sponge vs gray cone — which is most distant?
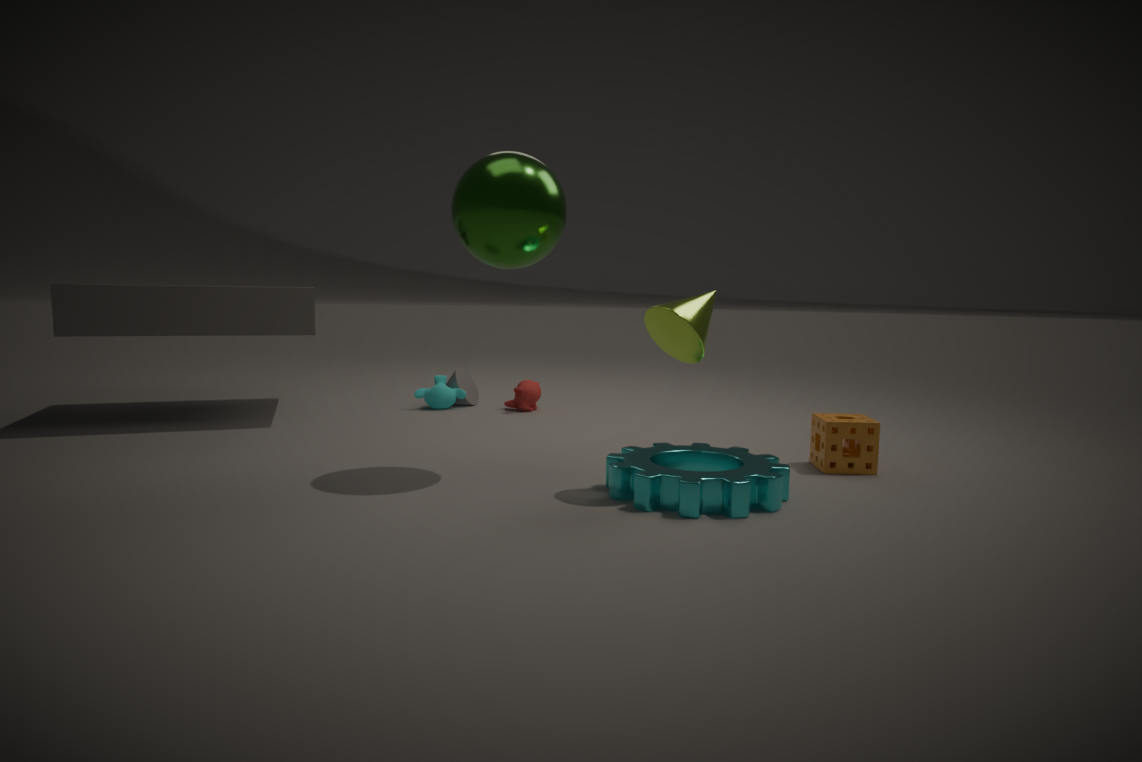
gray cone
